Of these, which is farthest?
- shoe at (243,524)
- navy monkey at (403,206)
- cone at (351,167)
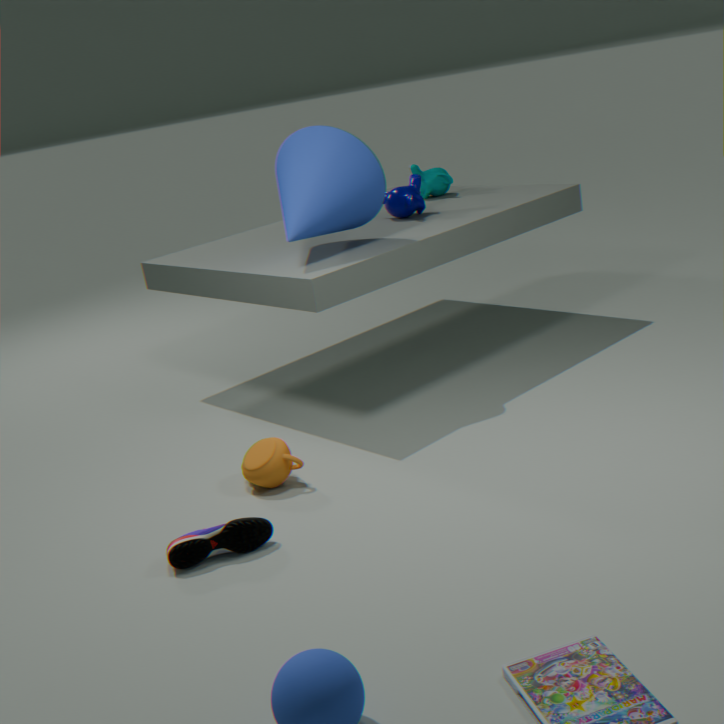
navy monkey at (403,206)
